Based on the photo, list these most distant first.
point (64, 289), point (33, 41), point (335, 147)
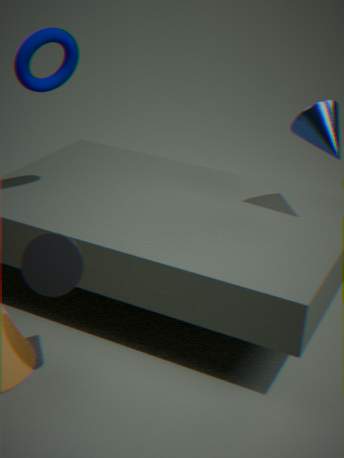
1. point (335, 147)
2. point (33, 41)
3. point (64, 289)
